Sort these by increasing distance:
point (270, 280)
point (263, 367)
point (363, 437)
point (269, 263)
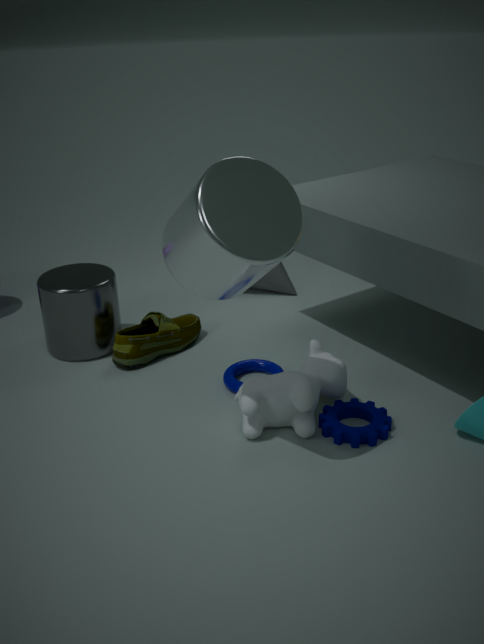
1. point (269, 263)
2. point (363, 437)
3. point (263, 367)
4. point (270, 280)
